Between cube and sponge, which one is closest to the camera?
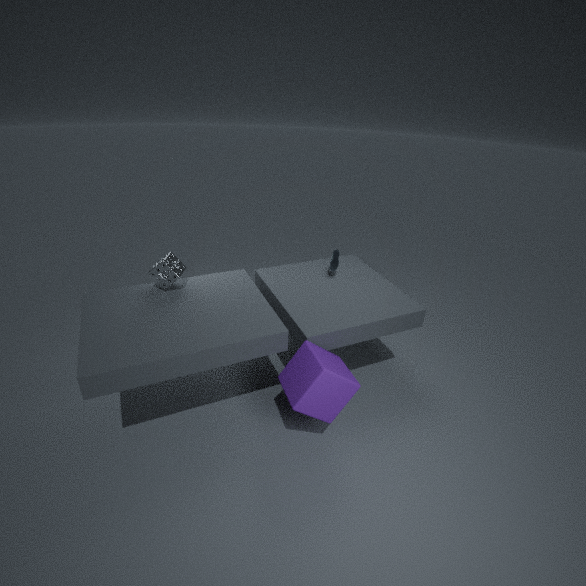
cube
